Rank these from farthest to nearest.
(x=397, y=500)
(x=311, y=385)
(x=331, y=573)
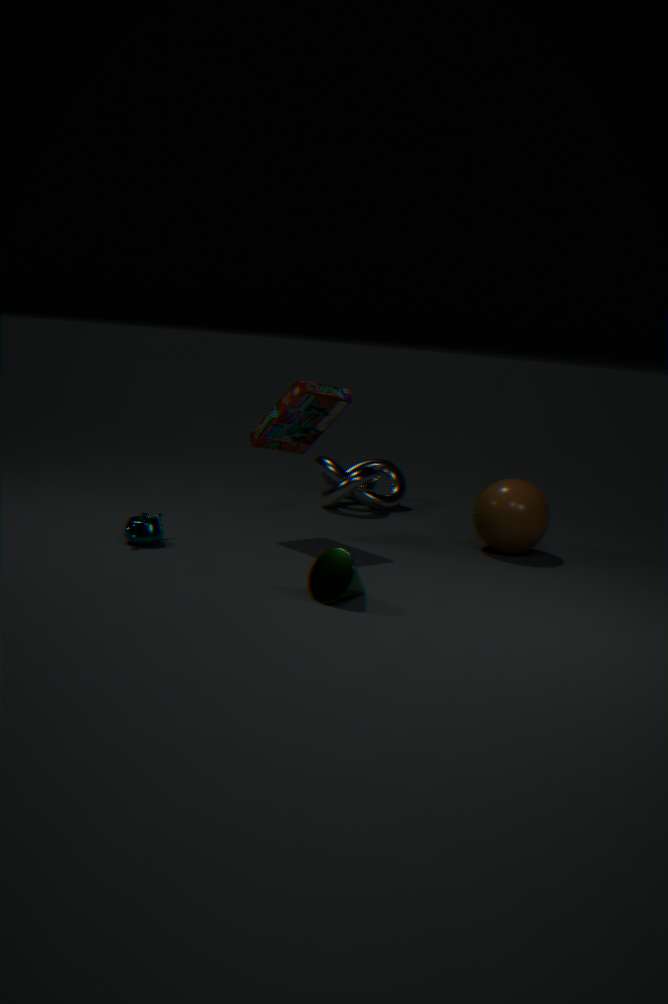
(x=397, y=500) < (x=311, y=385) < (x=331, y=573)
